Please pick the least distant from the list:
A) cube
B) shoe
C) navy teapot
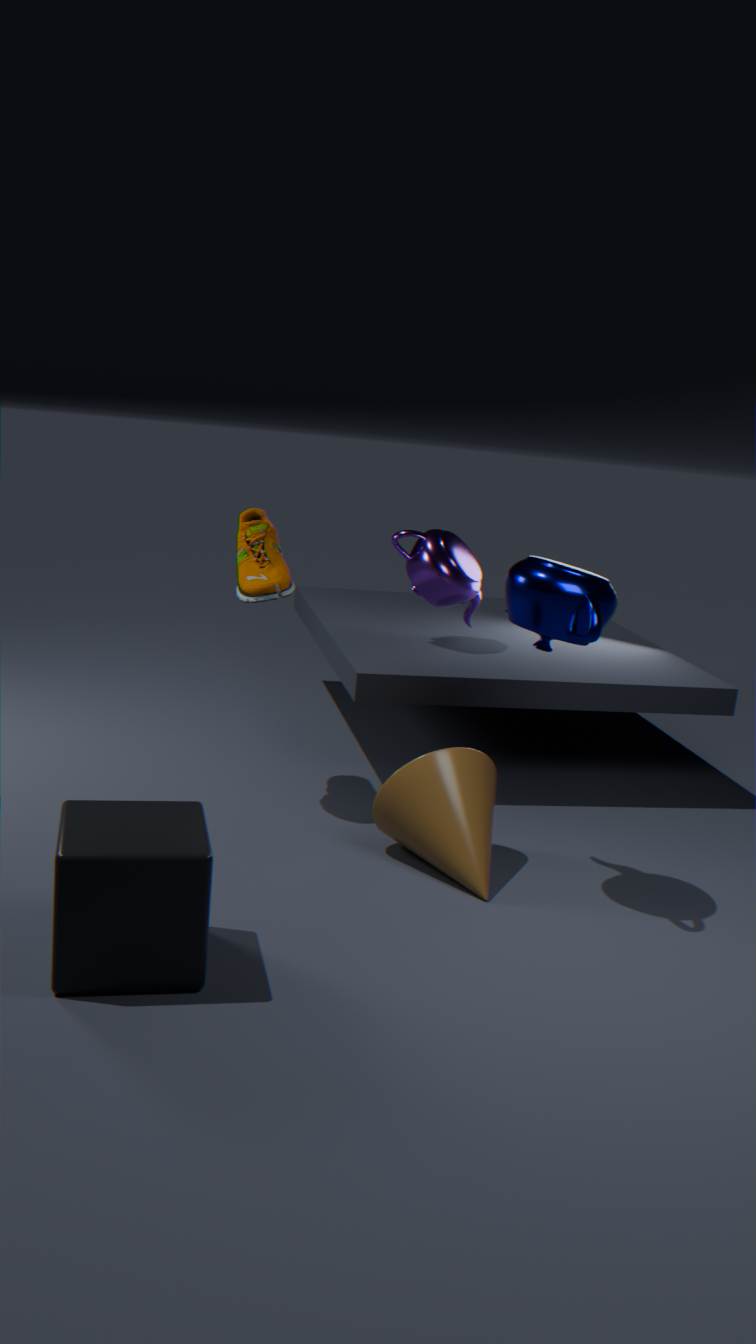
cube
